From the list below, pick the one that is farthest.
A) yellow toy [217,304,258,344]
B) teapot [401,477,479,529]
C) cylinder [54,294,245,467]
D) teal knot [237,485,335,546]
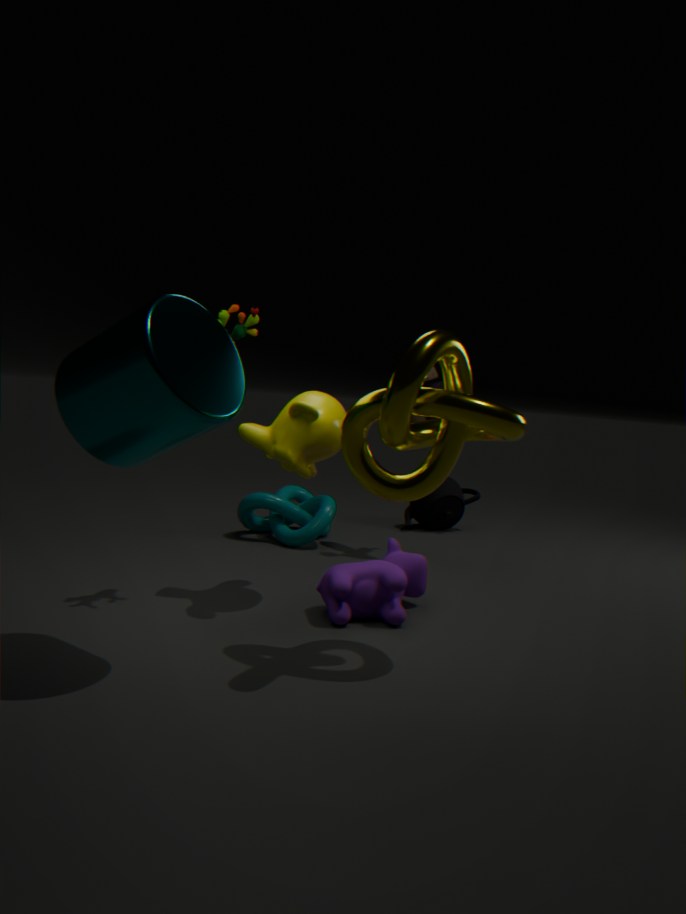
teapot [401,477,479,529]
